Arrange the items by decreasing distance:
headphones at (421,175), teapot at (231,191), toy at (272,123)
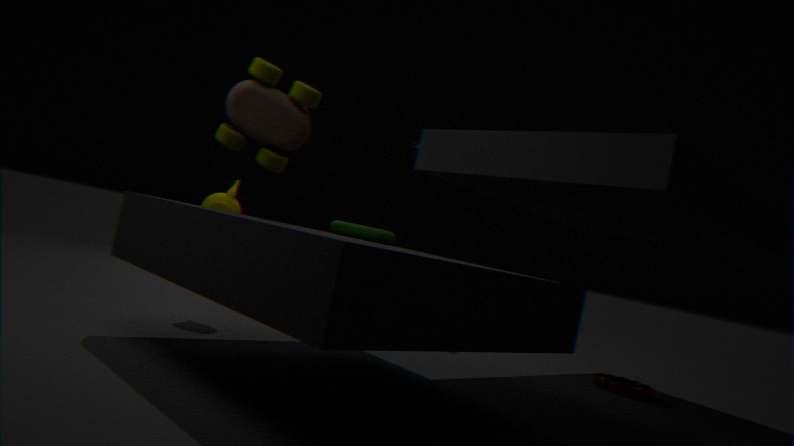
headphones at (421,175) < teapot at (231,191) < toy at (272,123)
